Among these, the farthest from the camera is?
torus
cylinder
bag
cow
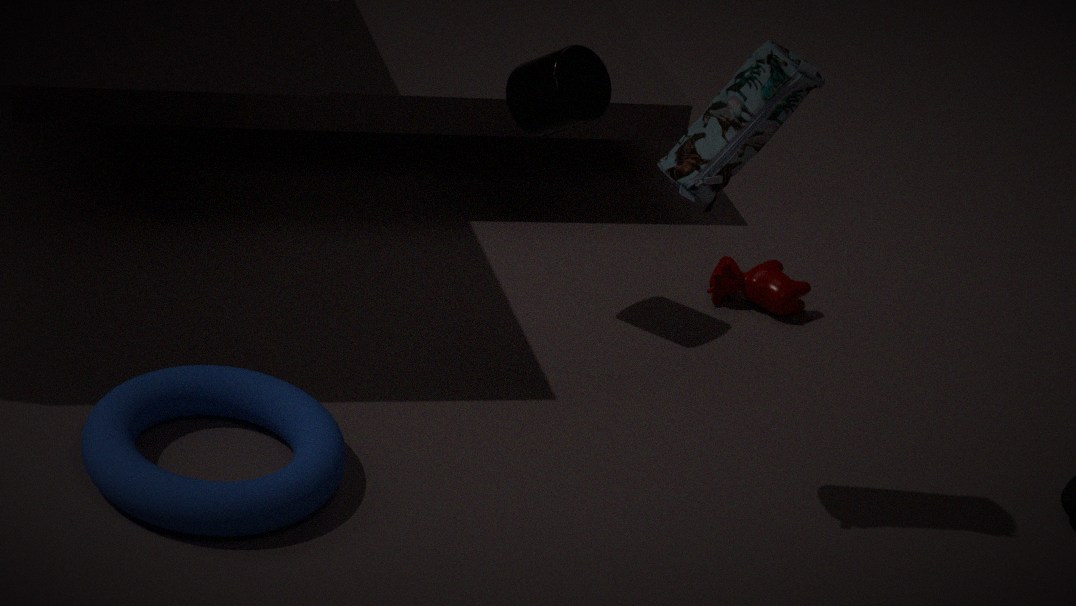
cow
